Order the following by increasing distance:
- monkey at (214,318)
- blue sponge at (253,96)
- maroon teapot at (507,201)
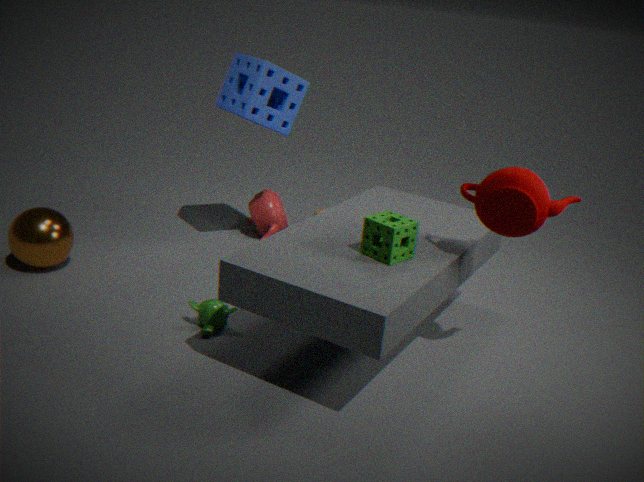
1. maroon teapot at (507,201)
2. monkey at (214,318)
3. blue sponge at (253,96)
